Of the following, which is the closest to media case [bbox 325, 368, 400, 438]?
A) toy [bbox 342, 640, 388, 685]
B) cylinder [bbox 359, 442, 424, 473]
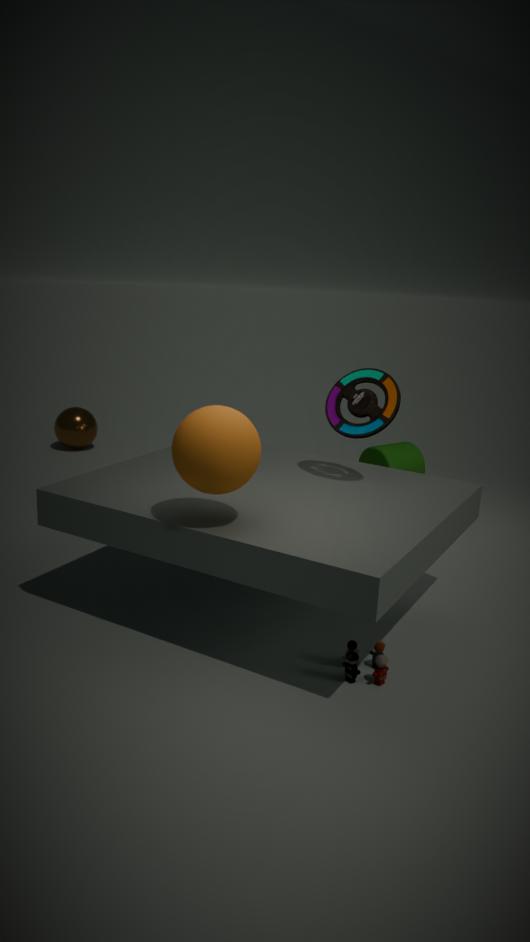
toy [bbox 342, 640, 388, 685]
